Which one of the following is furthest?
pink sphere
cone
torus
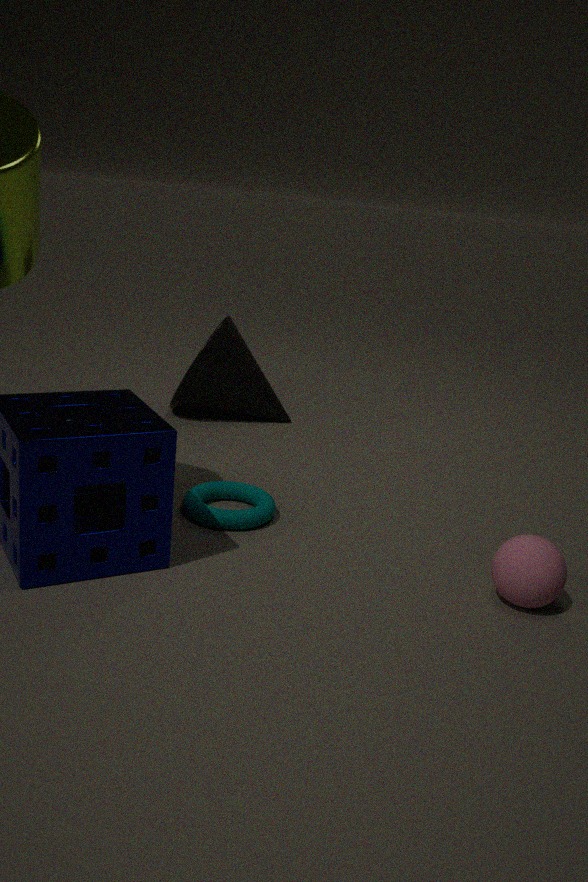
cone
